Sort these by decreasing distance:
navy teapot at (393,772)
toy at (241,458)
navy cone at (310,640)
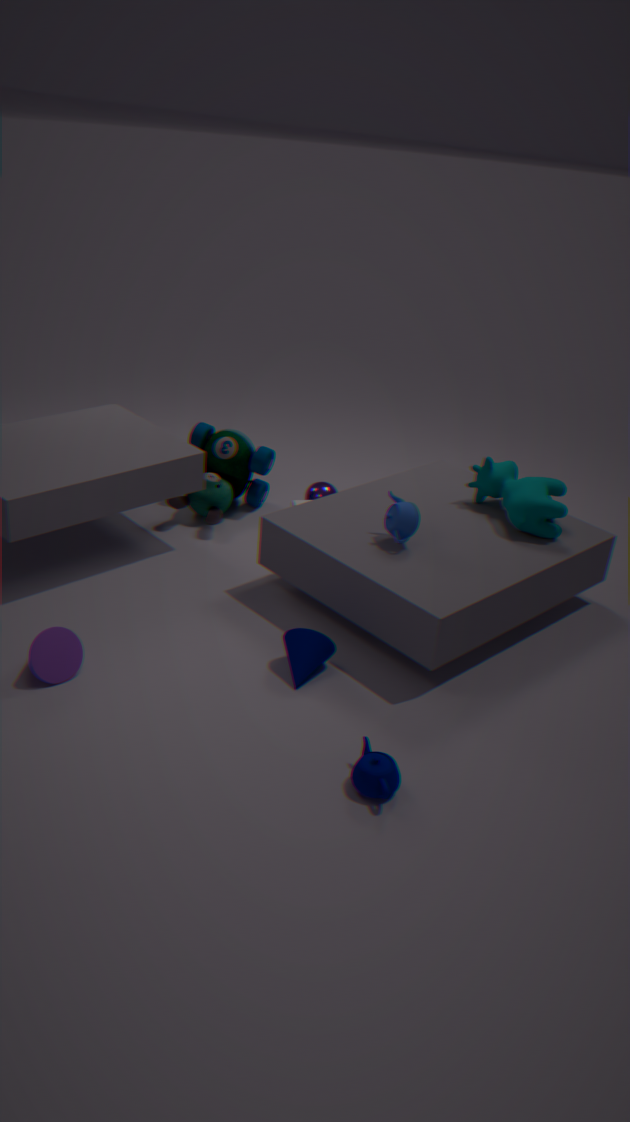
toy at (241,458), navy cone at (310,640), navy teapot at (393,772)
